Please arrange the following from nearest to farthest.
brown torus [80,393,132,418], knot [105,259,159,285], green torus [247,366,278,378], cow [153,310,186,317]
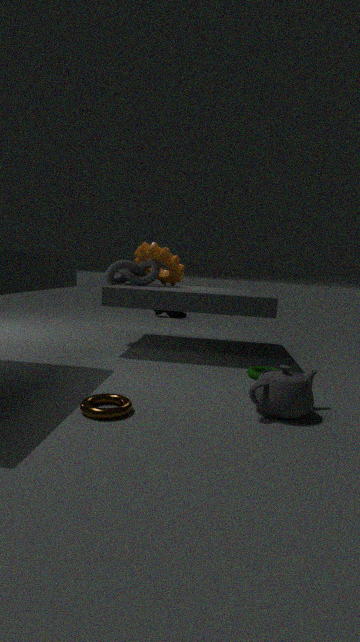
brown torus [80,393,132,418], green torus [247,366,278,378], knot [105,259,159,285], cow [153,310,186,317]
